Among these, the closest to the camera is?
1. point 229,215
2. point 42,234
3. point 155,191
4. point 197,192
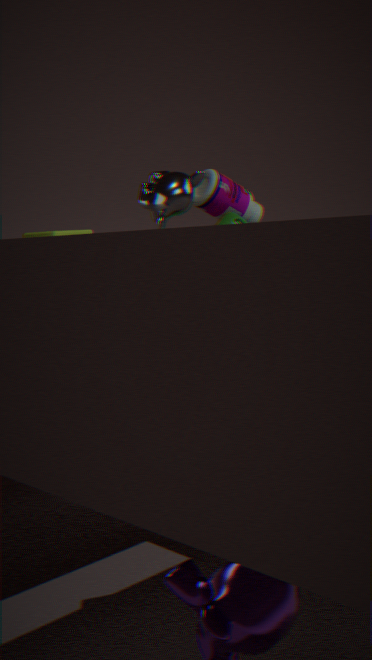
point 155,191
